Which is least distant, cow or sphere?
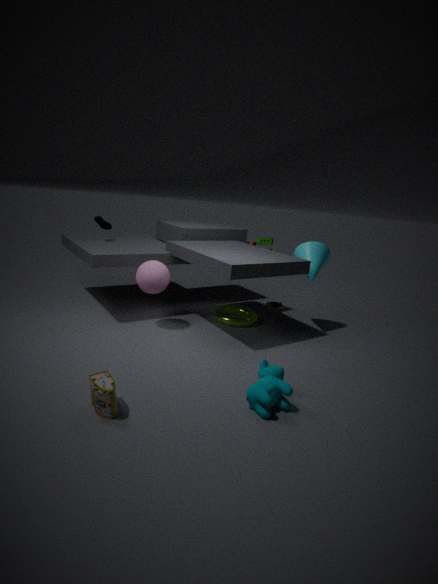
cow
